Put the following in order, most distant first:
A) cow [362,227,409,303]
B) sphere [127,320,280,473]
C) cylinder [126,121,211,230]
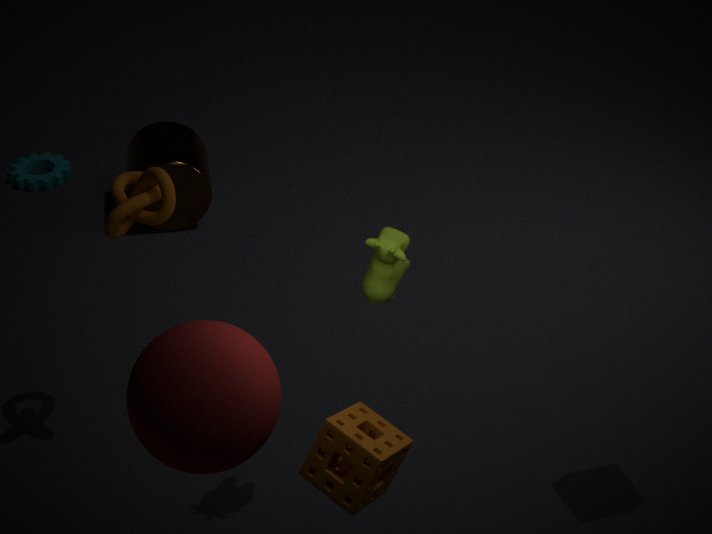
cylinder [126,121,211,230] < cow [362,227,409,303] < sphere [127,320,280,473]
